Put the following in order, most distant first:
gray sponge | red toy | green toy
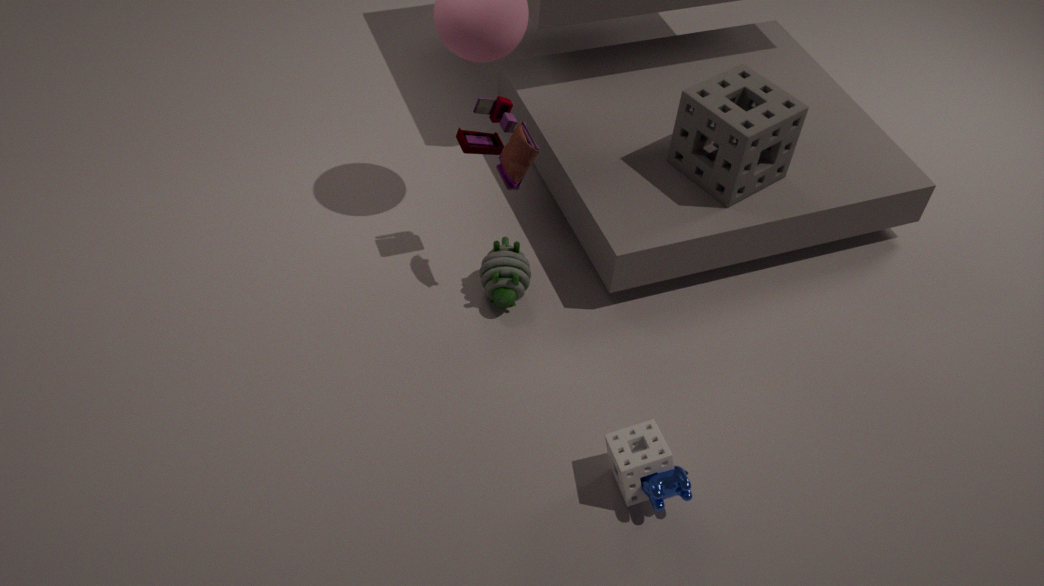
green toy, gray sponge, red toy
